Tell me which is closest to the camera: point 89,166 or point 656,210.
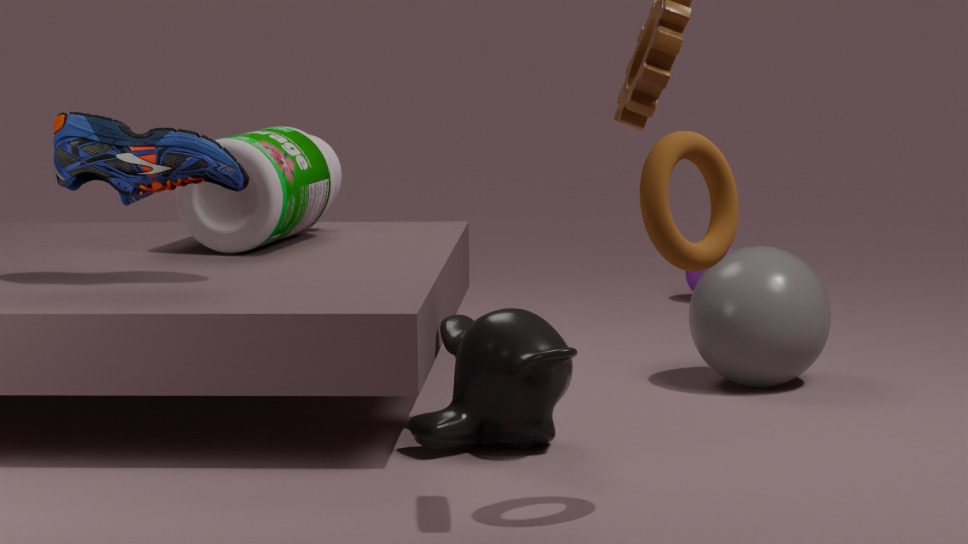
point 656,210
